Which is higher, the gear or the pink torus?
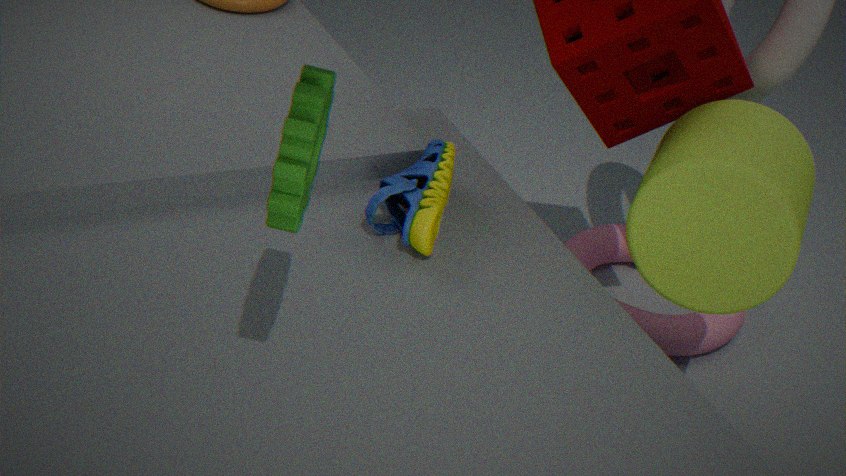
the gear
